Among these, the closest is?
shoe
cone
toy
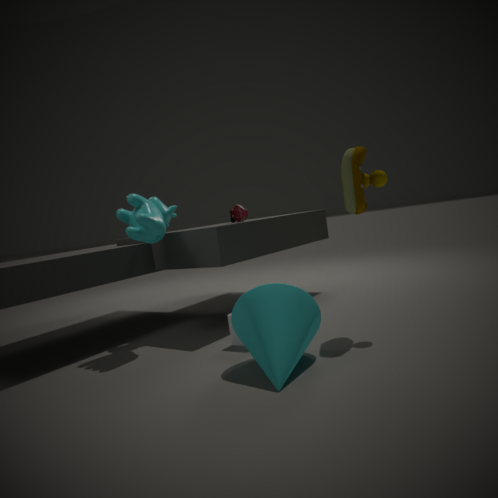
cone
